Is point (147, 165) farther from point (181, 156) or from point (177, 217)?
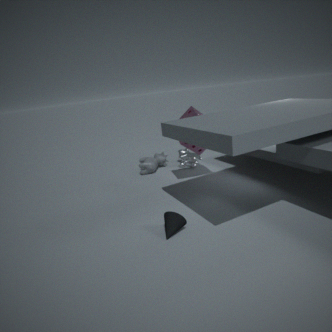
point (177, 217)
